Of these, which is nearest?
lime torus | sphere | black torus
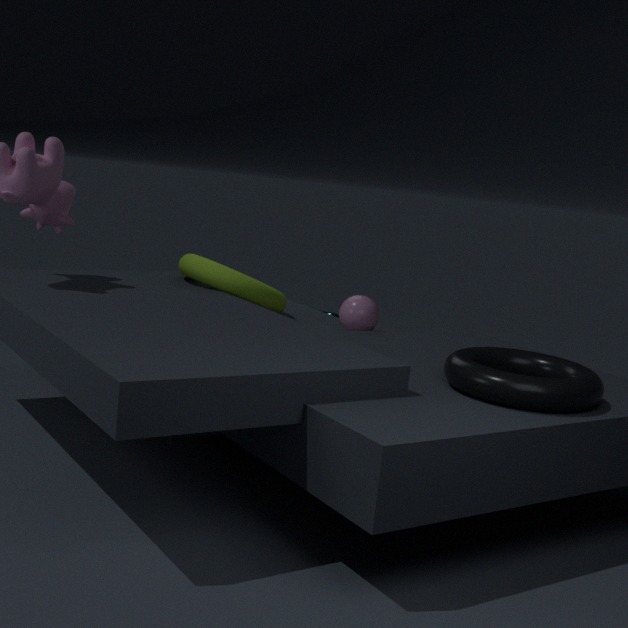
black torus
